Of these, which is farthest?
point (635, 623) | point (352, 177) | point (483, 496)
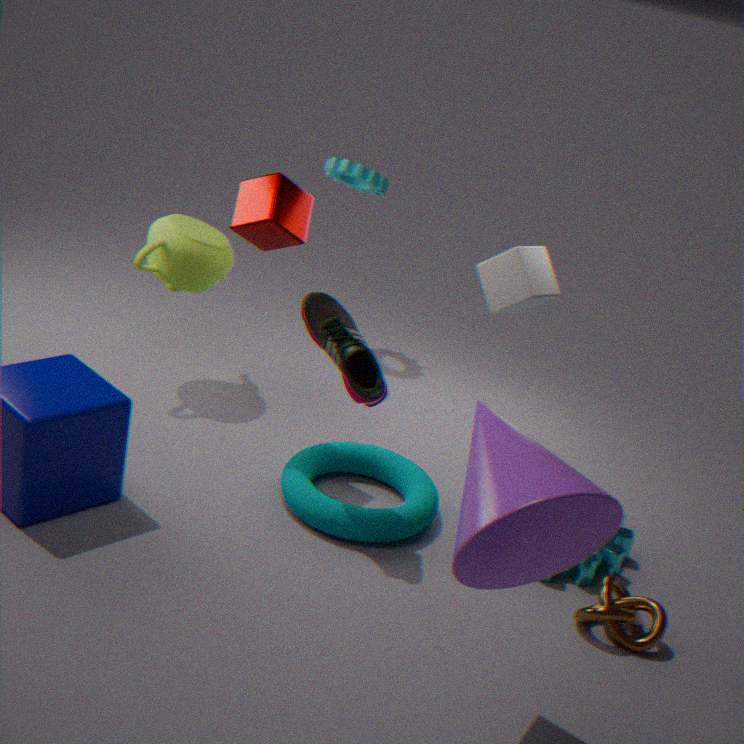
point (352, 177)
